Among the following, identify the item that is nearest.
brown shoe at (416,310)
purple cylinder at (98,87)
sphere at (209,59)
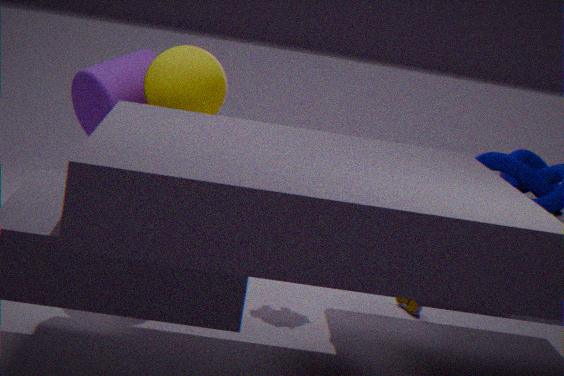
sphere at (209,59)
